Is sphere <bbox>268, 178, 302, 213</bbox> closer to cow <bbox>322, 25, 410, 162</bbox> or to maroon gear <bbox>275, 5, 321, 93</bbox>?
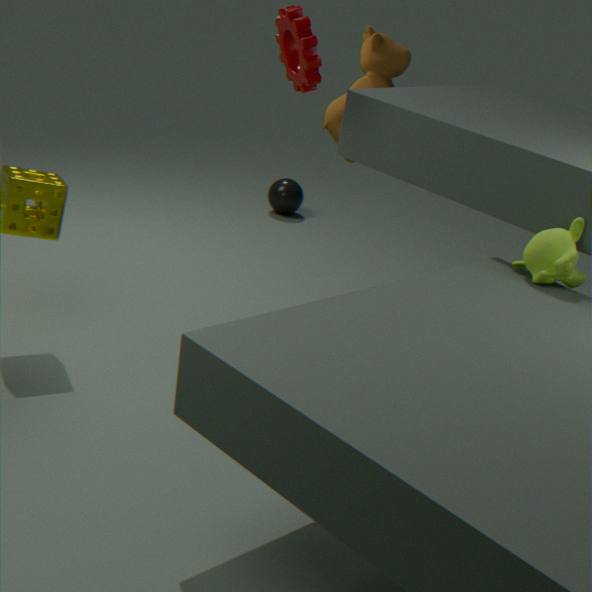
cow <bbox>322, 25, 410, 162</bbox>
